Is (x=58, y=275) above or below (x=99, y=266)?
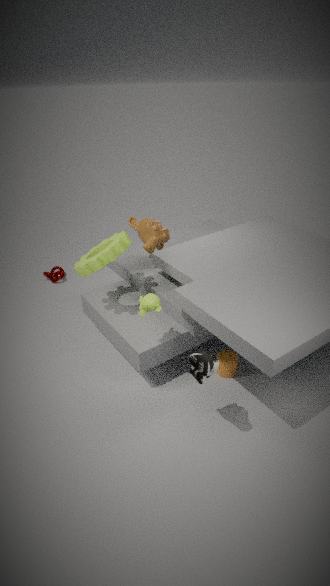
below
